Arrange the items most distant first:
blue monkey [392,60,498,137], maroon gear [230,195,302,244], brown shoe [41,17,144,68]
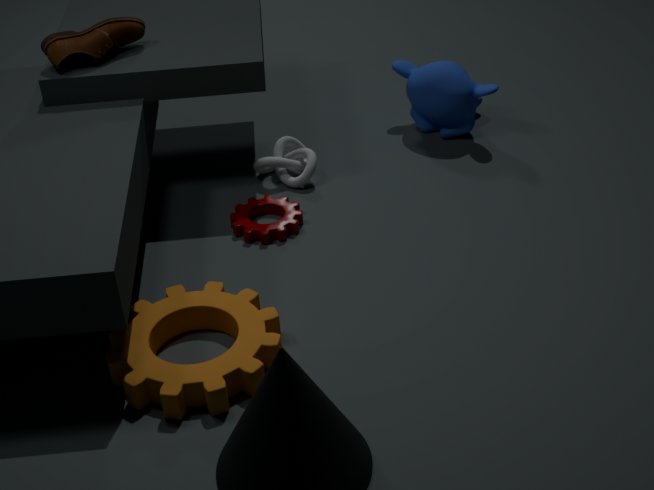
blue monkey [392,60,498,137]
maroon gear [230,195,302,244]
brown shoe [41,17,144,68]
